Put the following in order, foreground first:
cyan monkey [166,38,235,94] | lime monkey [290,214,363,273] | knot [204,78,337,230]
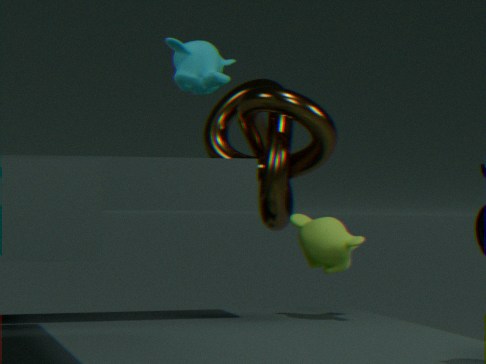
lime monkey [290,214,363,273]
cyan monkey [166,38,235,94]
knot [204,78,337,230]
